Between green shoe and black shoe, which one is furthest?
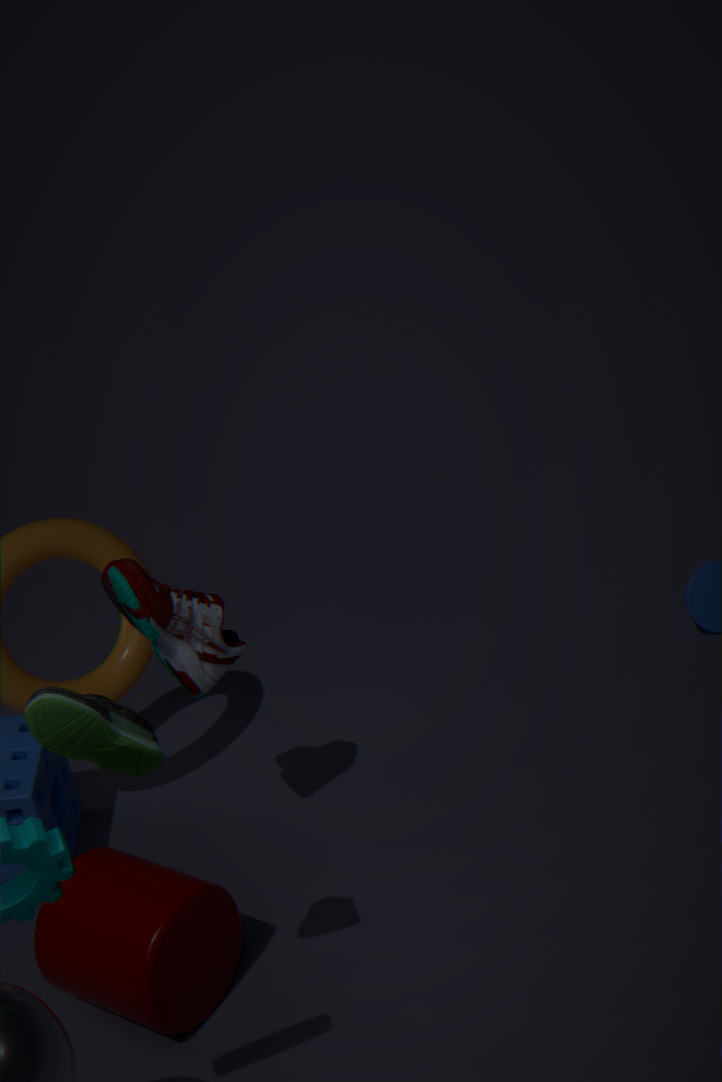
black shoe
